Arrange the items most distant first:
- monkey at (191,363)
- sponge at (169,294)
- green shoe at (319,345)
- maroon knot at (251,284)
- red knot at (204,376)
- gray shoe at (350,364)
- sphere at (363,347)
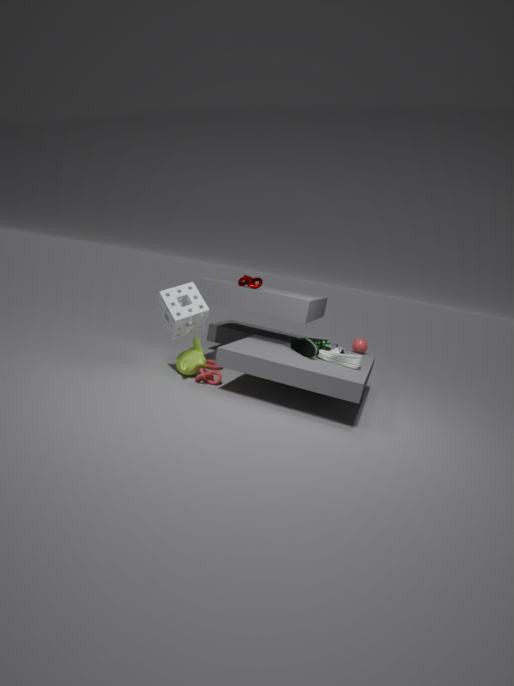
1. sphere at (363,347)
2. maroon knot at (251,284)
3. monkey at (191,363)
4. red knot at (204,376)
5. green shoe at (319,345)
6. gray shoe at (350,364)
7. sponge at (169,294)
